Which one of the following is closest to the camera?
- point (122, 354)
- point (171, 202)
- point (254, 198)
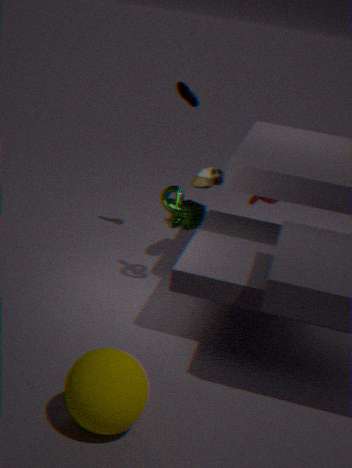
point (122, 354)
